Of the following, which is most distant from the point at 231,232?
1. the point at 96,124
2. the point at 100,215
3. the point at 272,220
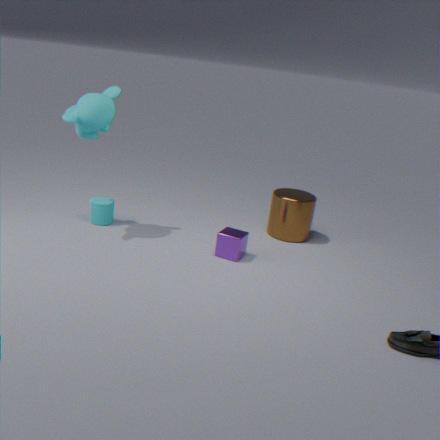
the point at 96,124
